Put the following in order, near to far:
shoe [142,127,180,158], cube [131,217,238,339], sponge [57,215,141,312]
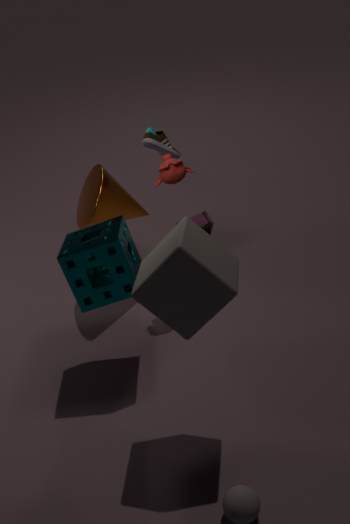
cube [131,217,238,339], sponge [57,215,141,312], shoe [142,127,180,158]
